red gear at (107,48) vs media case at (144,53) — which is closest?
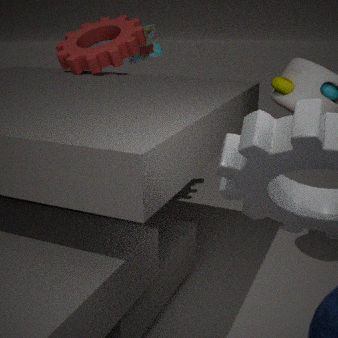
red gear at (107,48)
